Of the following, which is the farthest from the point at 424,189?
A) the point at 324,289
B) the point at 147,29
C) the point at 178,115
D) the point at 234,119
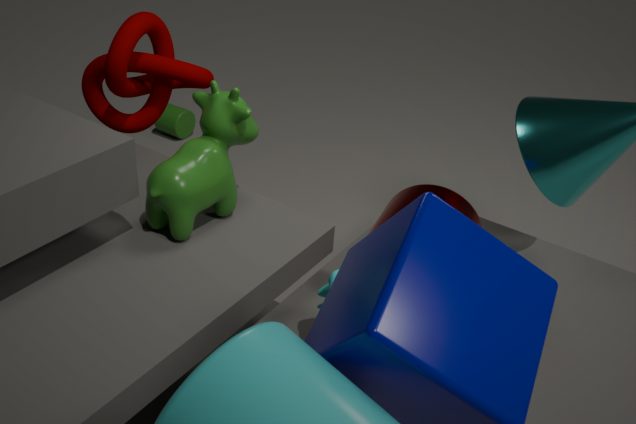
the point at 178,115
